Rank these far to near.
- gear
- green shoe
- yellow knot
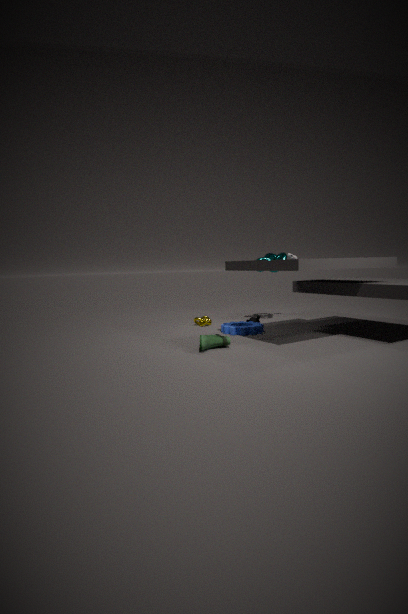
yellow knot, gear, green shoe
